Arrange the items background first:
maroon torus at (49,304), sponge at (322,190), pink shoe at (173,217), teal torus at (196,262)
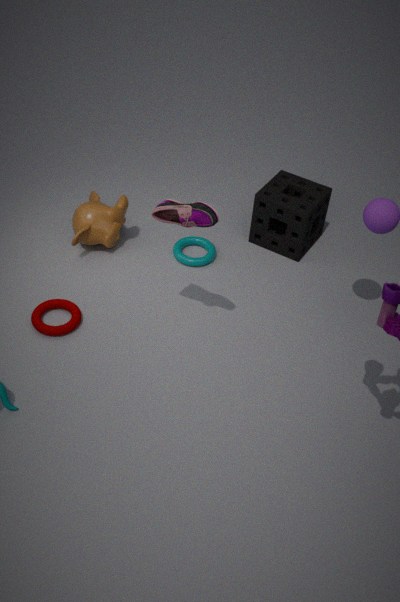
1. teal torus at (196,262)
2. sponge at (322,190)
3. maroon torus at (49,304)
4. pink shoe at (173,217)
